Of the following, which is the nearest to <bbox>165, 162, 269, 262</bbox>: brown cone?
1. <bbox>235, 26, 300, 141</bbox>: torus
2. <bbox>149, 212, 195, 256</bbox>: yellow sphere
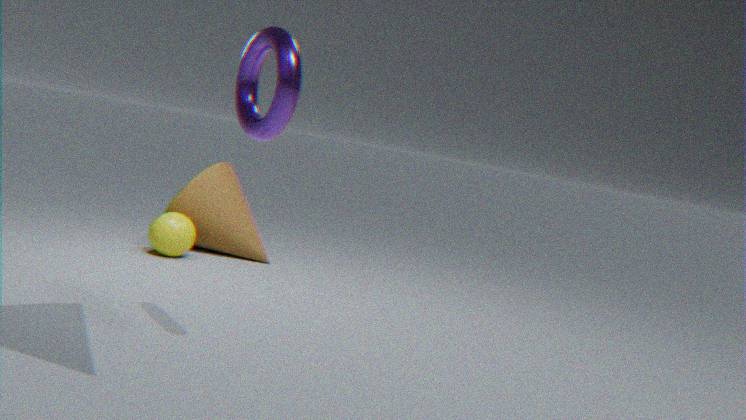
<bbox>149, 212, 195, 256</bbox>: yellow sphere
